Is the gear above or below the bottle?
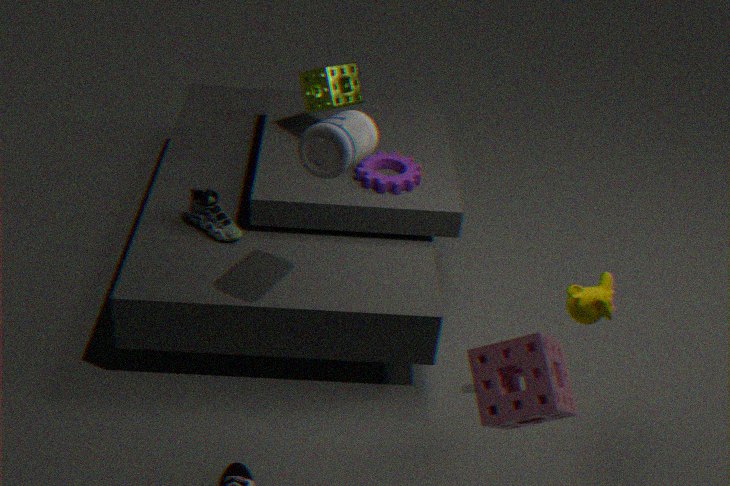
below
